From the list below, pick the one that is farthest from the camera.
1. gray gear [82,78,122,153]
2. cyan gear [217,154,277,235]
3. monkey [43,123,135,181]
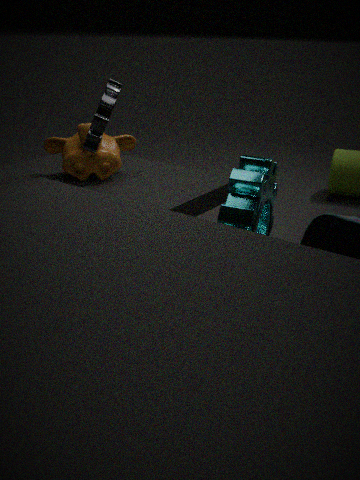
monkey [43,123,135,181]
